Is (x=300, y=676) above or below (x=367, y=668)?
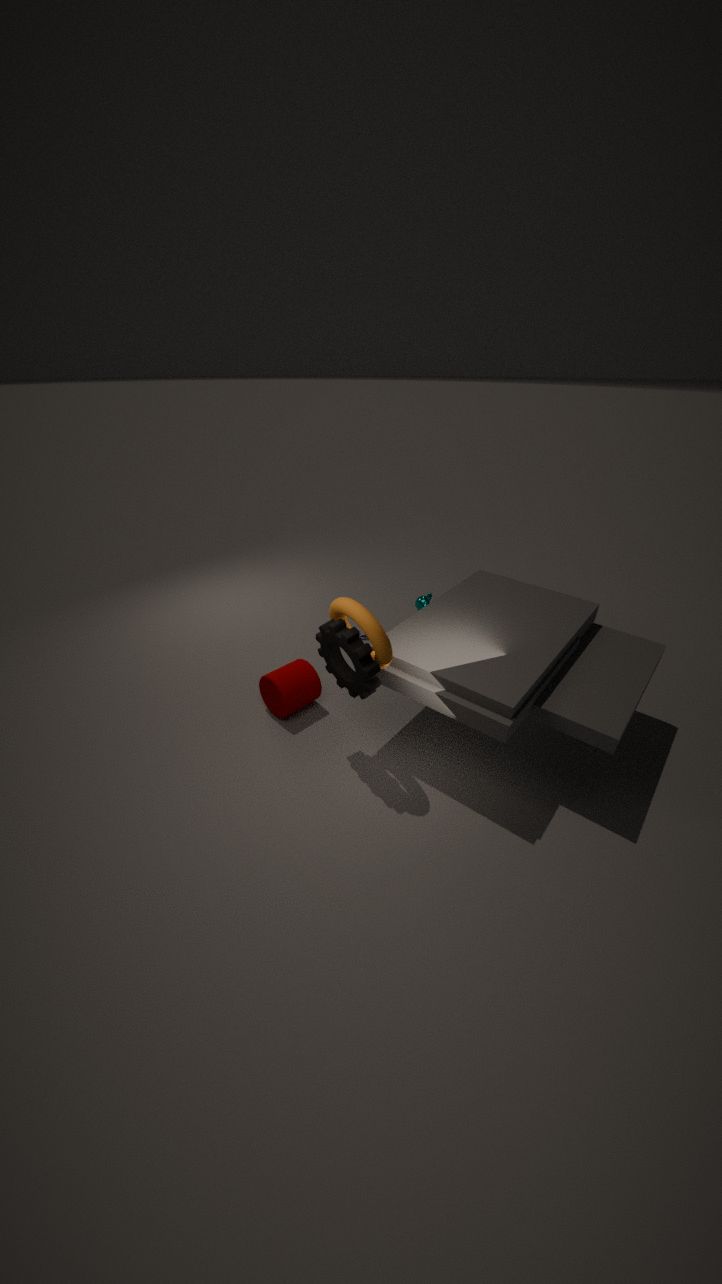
below
